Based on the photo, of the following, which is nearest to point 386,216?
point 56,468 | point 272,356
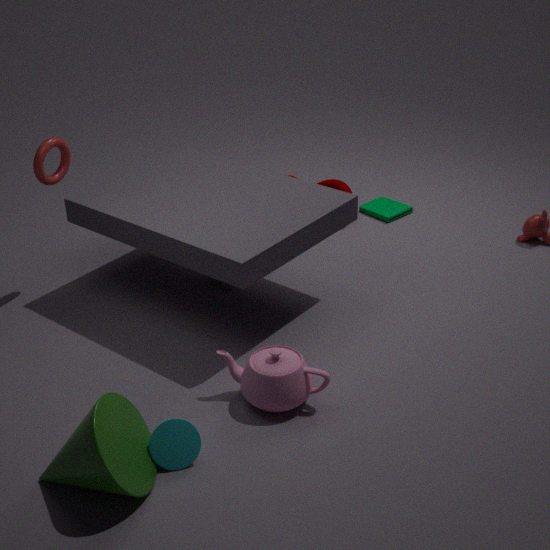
point 272,356
